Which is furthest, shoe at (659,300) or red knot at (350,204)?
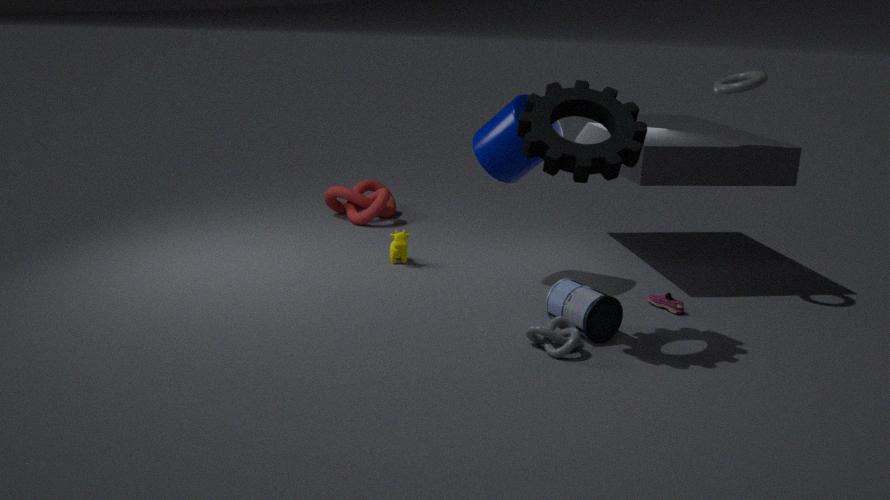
red knot at (350,204)
